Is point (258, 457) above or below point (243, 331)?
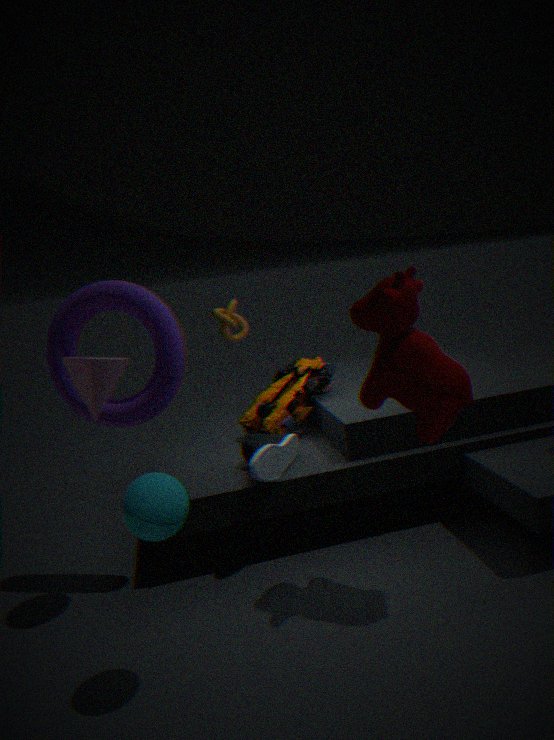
below
